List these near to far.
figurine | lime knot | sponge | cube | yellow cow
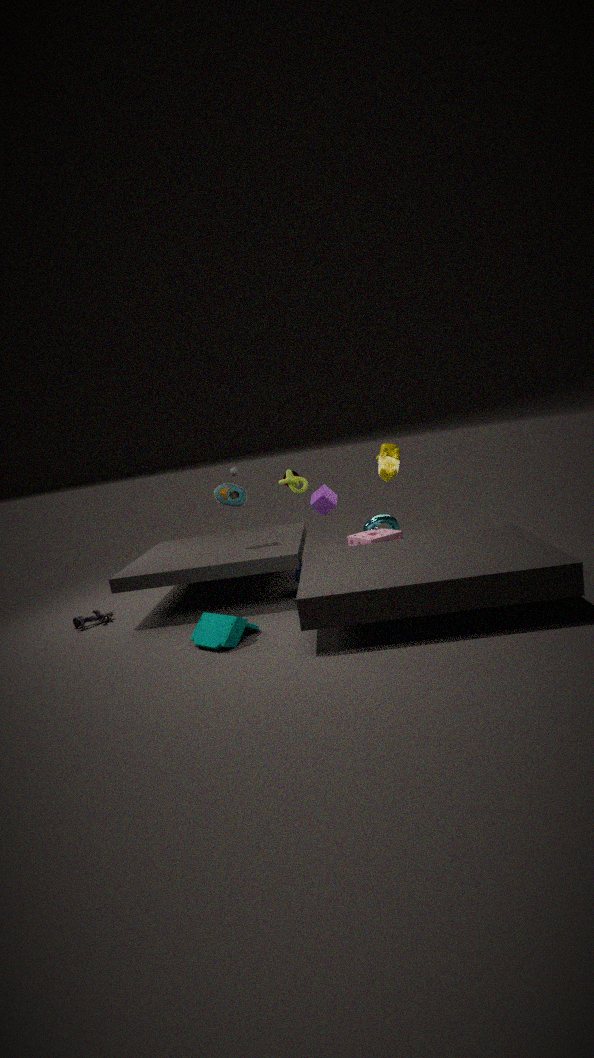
figurine, sponge, lime knot, cube, yellow cow
